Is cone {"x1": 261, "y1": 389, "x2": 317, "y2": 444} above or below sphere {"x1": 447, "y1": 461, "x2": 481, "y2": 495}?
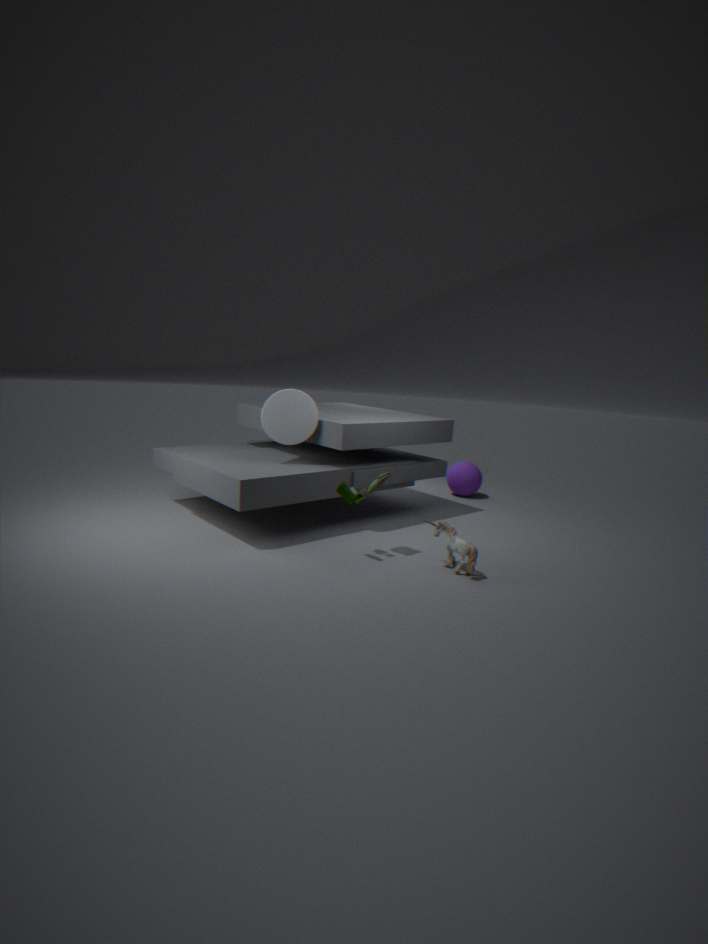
above
